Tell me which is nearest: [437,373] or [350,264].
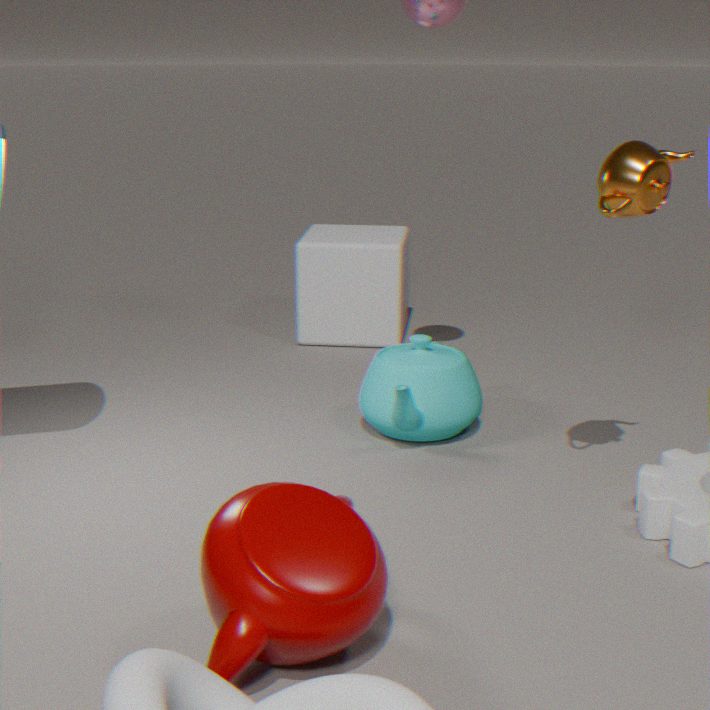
[437,373]
